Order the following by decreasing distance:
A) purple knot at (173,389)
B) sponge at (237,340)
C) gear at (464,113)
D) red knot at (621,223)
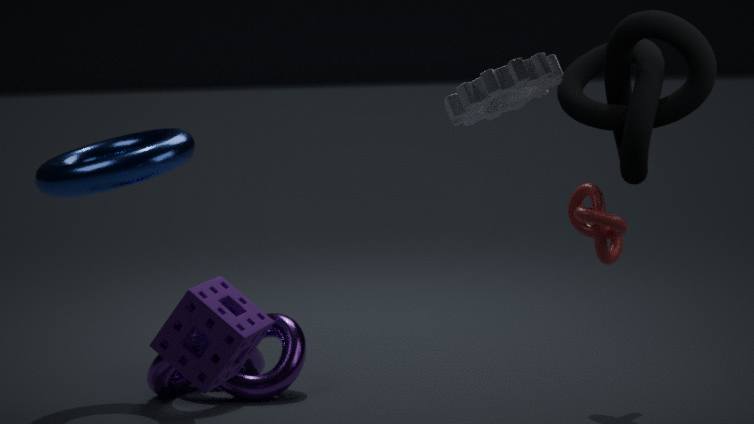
purple knot at (173,389) < red knot at (621,223) < sponge at (237,340) < gear at (464,113)
